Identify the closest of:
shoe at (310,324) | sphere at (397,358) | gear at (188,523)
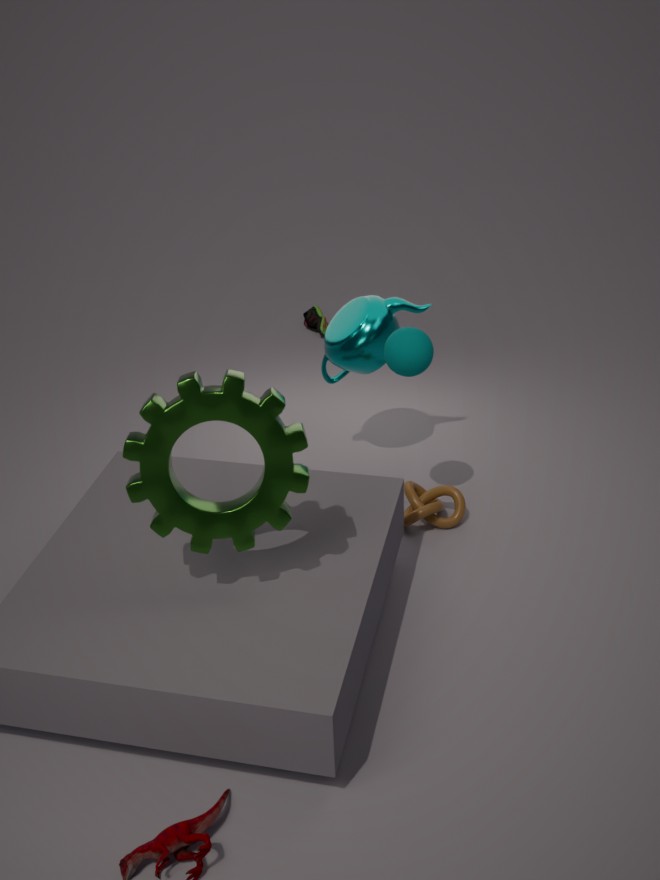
gear at (188,523)
